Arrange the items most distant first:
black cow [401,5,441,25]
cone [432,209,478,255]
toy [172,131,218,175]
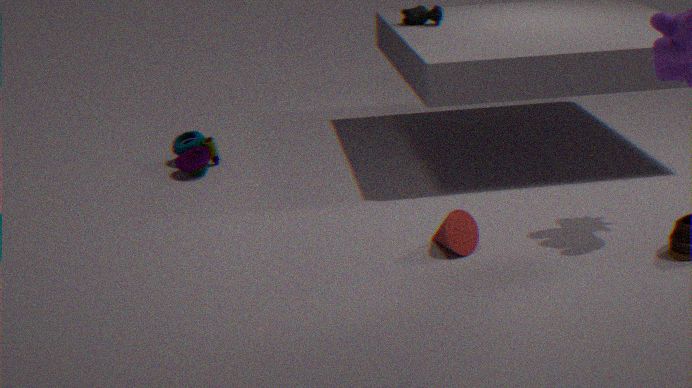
black cow [401,5,441,25], toy [172,131,218,175], cone [432,209,478,255]
